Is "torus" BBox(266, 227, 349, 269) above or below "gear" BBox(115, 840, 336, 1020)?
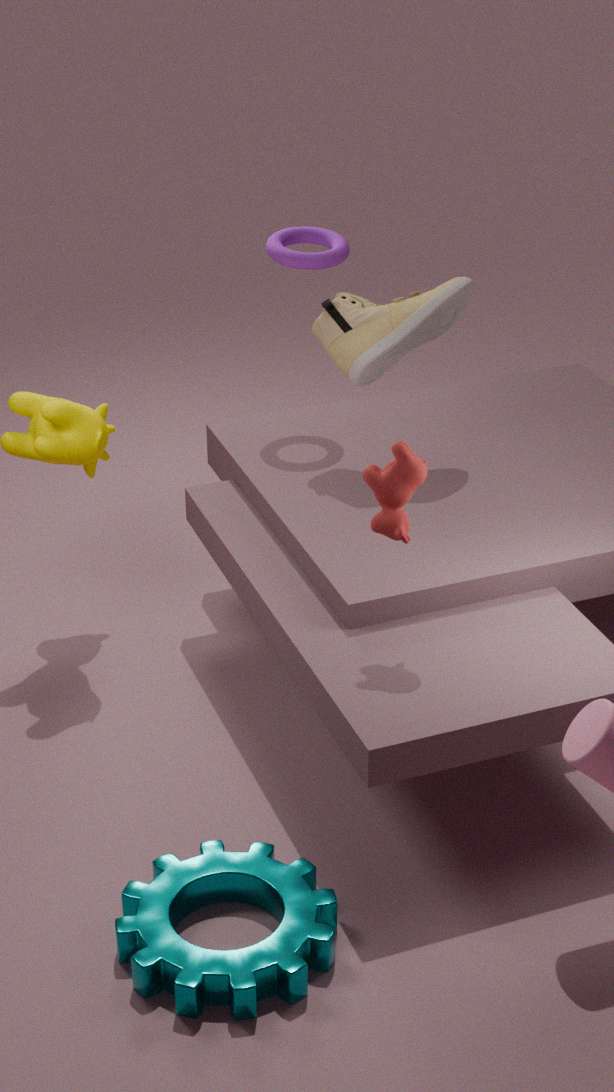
above
